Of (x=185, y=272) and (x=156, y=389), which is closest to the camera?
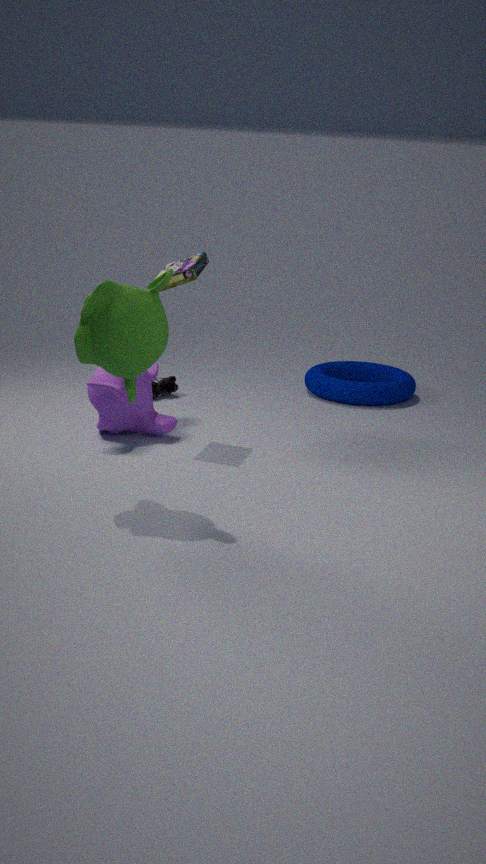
(x=185, y=272)
